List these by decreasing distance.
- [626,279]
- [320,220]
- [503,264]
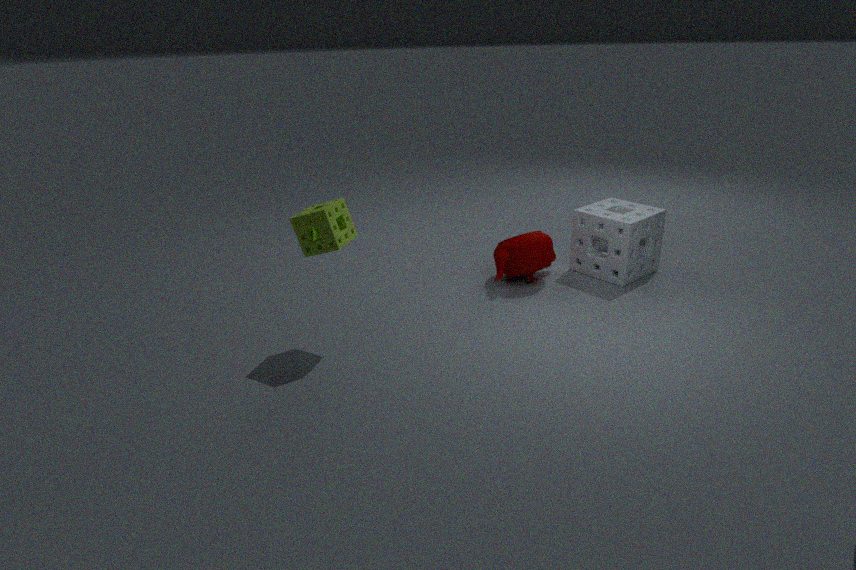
[626,279] < [503,264] < [320,220]
